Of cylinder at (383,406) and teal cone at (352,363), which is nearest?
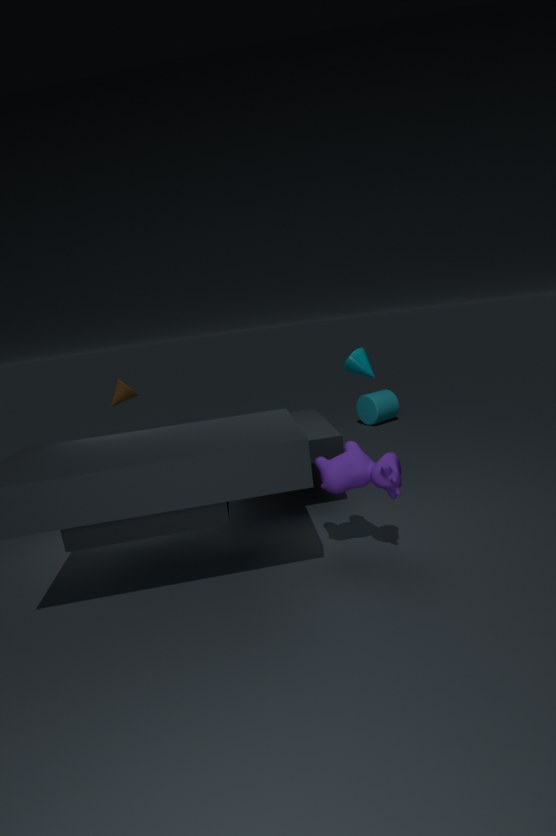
teal cone at (352,363)
